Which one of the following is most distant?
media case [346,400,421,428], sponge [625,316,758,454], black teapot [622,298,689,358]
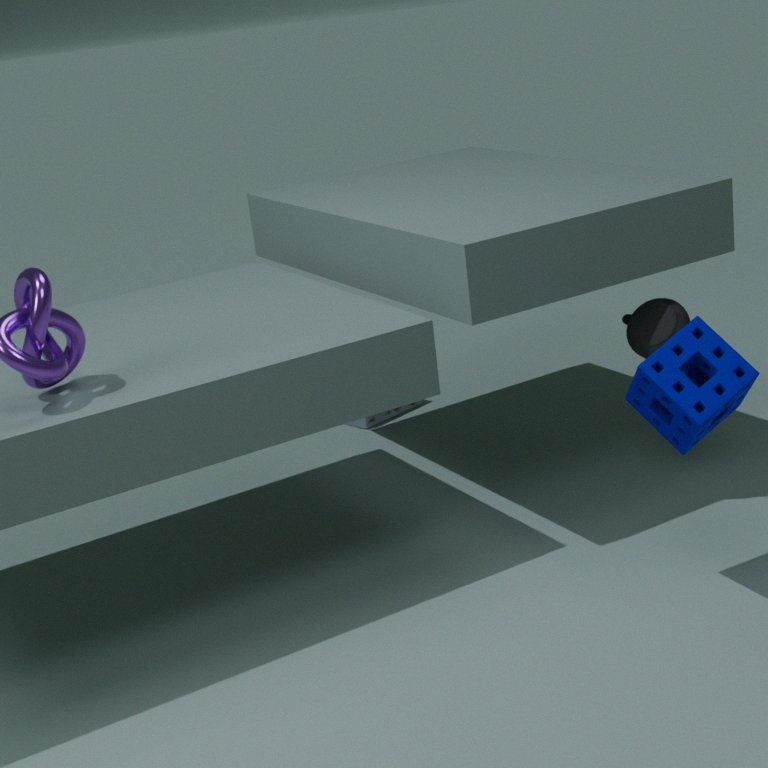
media case [346,400,421,428]
